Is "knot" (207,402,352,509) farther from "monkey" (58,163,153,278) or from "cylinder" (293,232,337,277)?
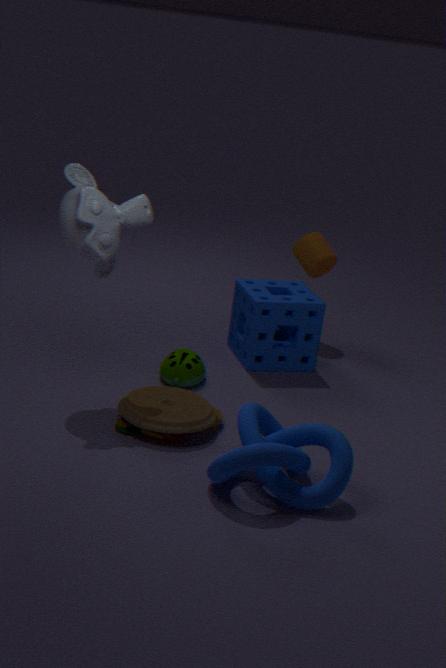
"cylinder" (293,232,337,277)
